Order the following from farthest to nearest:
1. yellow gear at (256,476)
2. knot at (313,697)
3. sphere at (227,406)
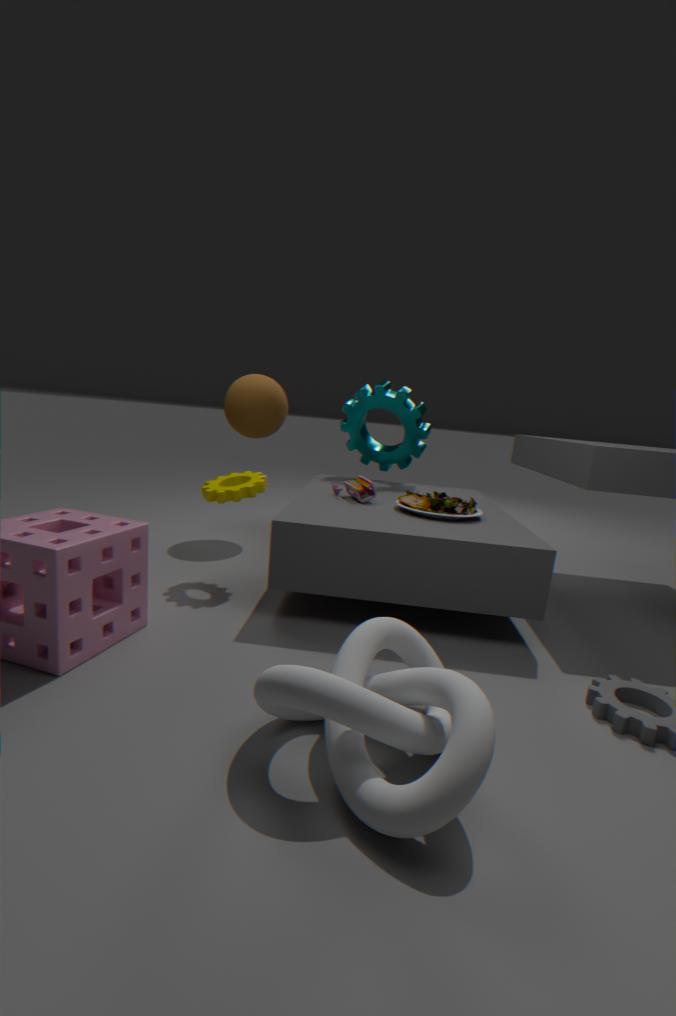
sphere at (227,406)
yellow gear at (256,476)
knot at (313,697)
